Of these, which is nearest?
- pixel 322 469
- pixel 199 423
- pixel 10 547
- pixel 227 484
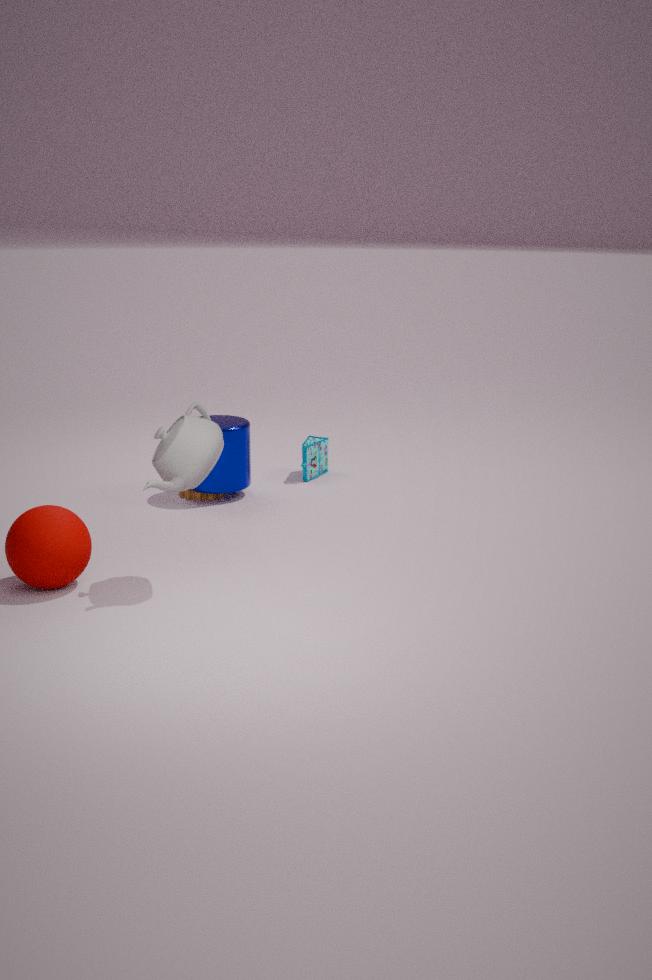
pixel 10 547
